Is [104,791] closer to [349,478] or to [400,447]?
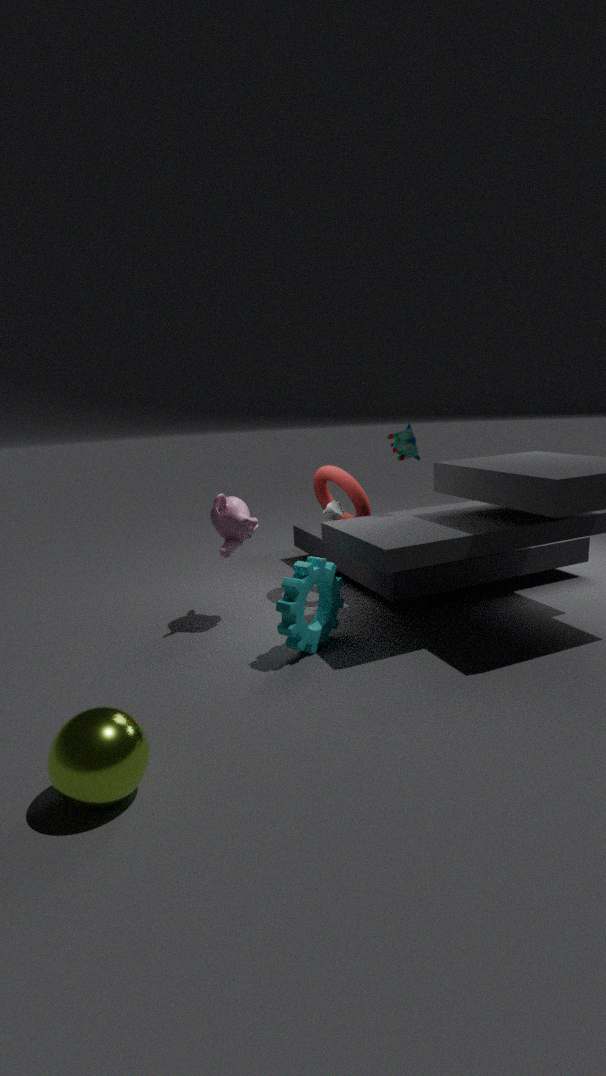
[349,478]
